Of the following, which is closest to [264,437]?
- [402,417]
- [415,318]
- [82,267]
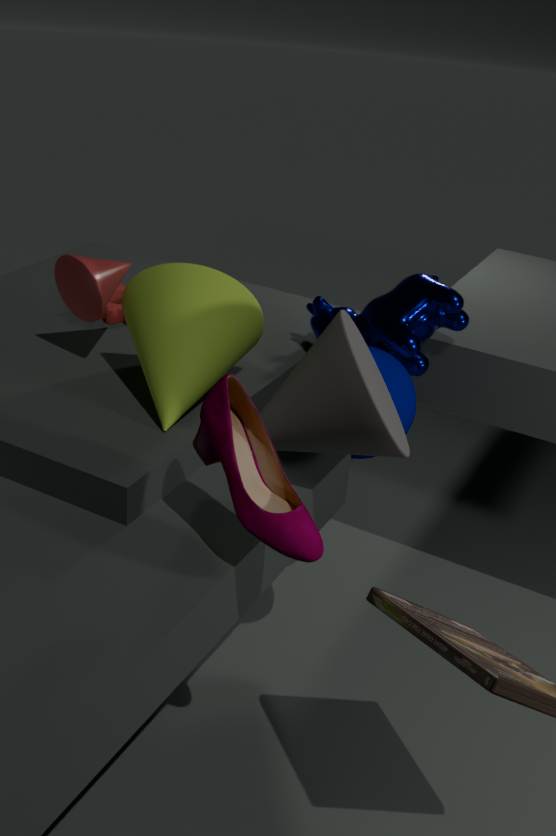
[402,417]
